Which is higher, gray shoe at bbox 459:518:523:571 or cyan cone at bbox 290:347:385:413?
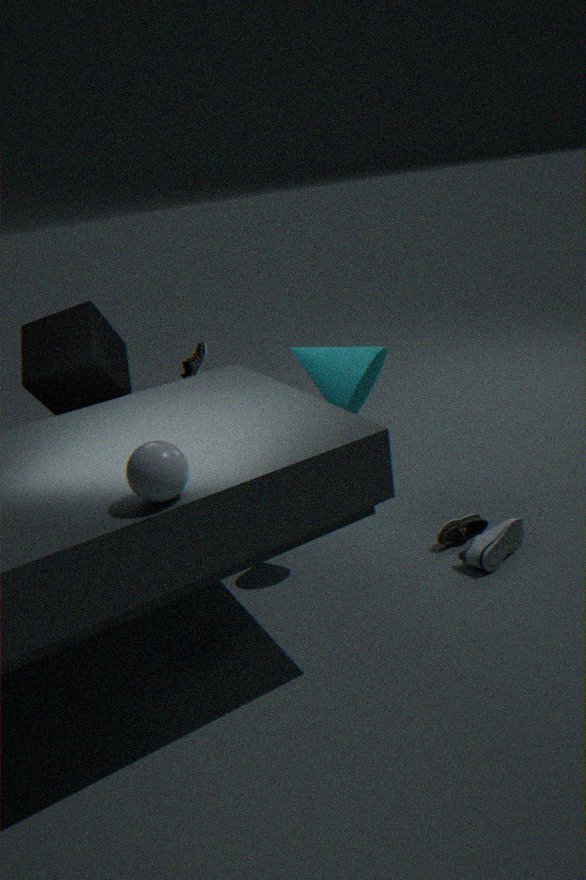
cyan cone at bbox 290:347:385:413
